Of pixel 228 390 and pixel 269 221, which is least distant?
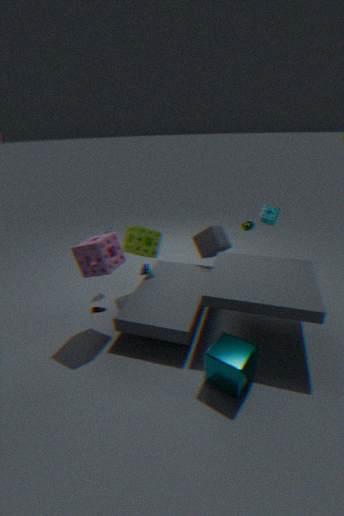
pixel 228 390
